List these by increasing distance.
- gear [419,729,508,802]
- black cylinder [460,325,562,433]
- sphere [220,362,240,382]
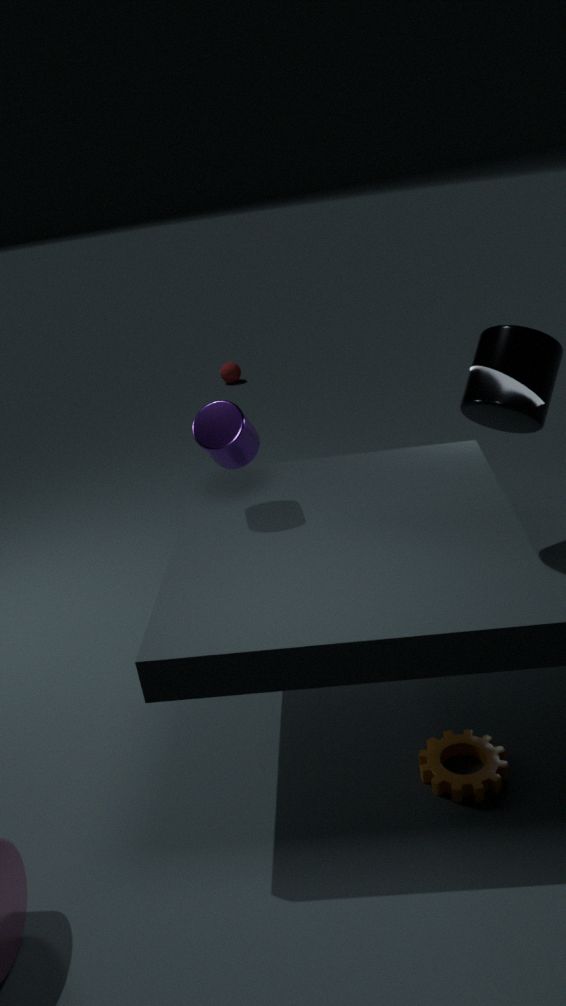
gear [419,729,508,802] < black cylinder [460,325,562,433] < sphere [220,362,240,382]
